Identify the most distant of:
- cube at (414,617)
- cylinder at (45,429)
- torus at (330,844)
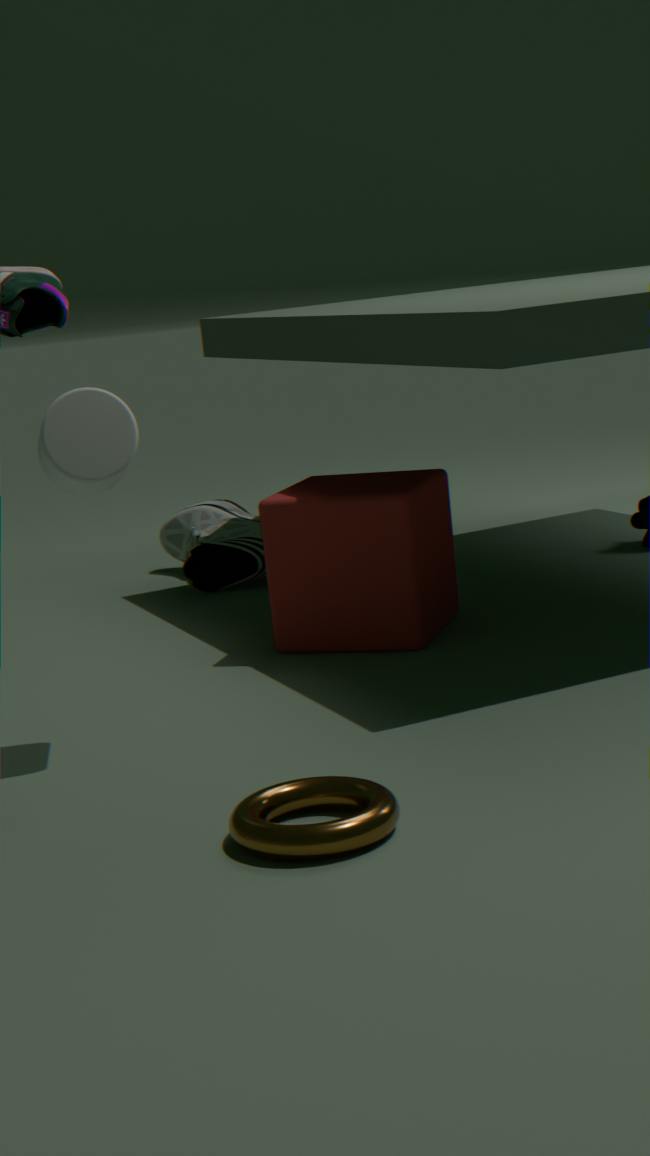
cube at (414,617)
